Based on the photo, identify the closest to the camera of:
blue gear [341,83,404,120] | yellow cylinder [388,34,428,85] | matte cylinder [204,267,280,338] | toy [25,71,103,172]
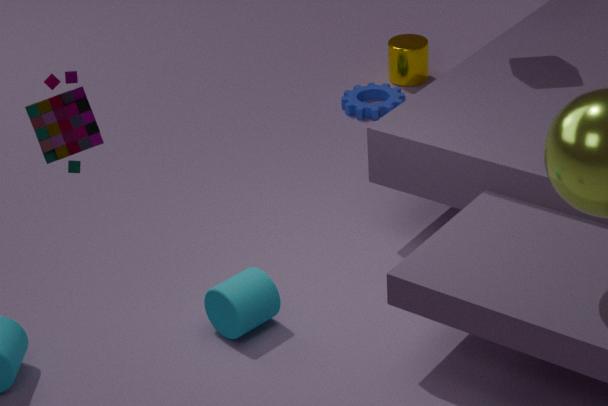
toy [25,71,103,172]
